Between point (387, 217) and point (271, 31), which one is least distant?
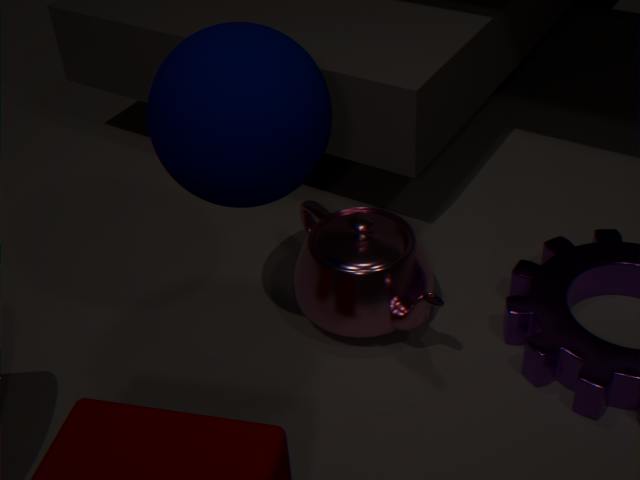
point (271, 31)
